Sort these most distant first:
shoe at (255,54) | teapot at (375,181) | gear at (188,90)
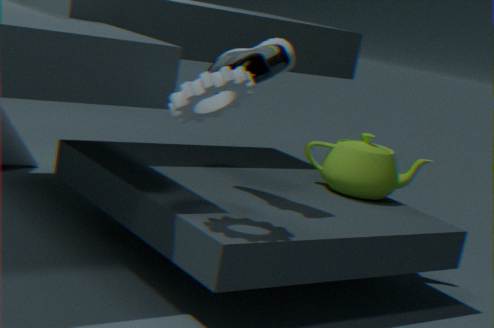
teapot at (375,181) < shoe at (255,54) < gear at (188,90)
